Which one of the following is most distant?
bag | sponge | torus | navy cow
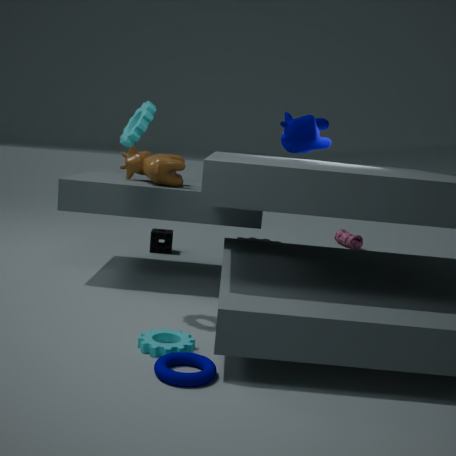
bag
